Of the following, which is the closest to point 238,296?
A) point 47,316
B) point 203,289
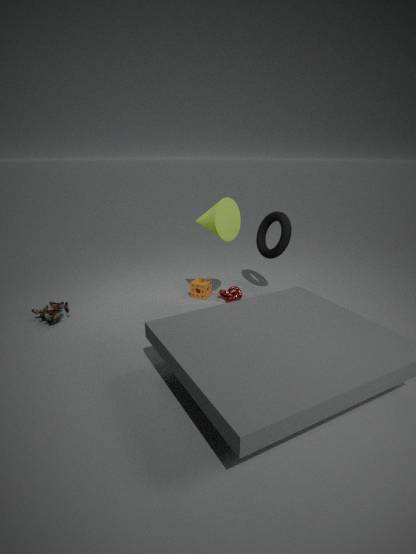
point 203,289
